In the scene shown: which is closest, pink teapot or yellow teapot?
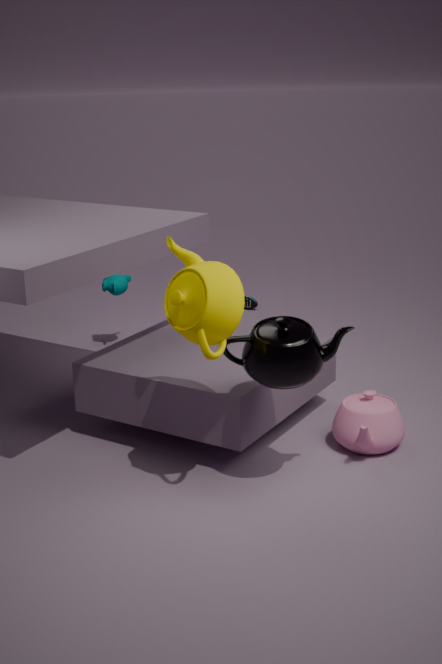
yellow teapot
